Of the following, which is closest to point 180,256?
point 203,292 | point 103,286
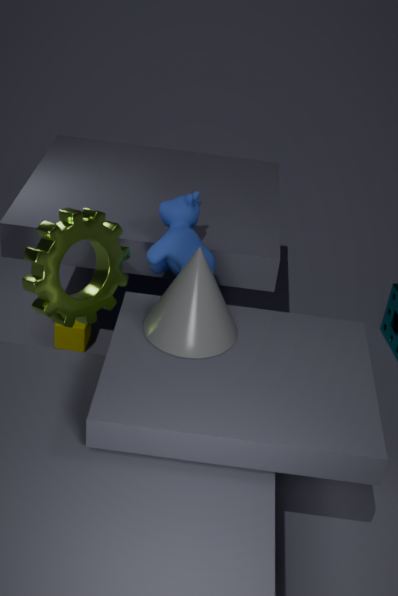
point 203,292
